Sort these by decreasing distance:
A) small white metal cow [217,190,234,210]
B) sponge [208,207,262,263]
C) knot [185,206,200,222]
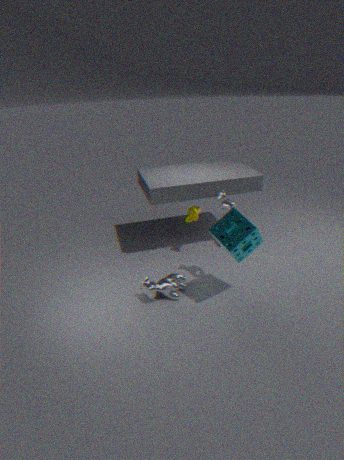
knot [185,206,200,222]
small white metal cow [217,190,234,210]
sponge [208,207,262,263]
